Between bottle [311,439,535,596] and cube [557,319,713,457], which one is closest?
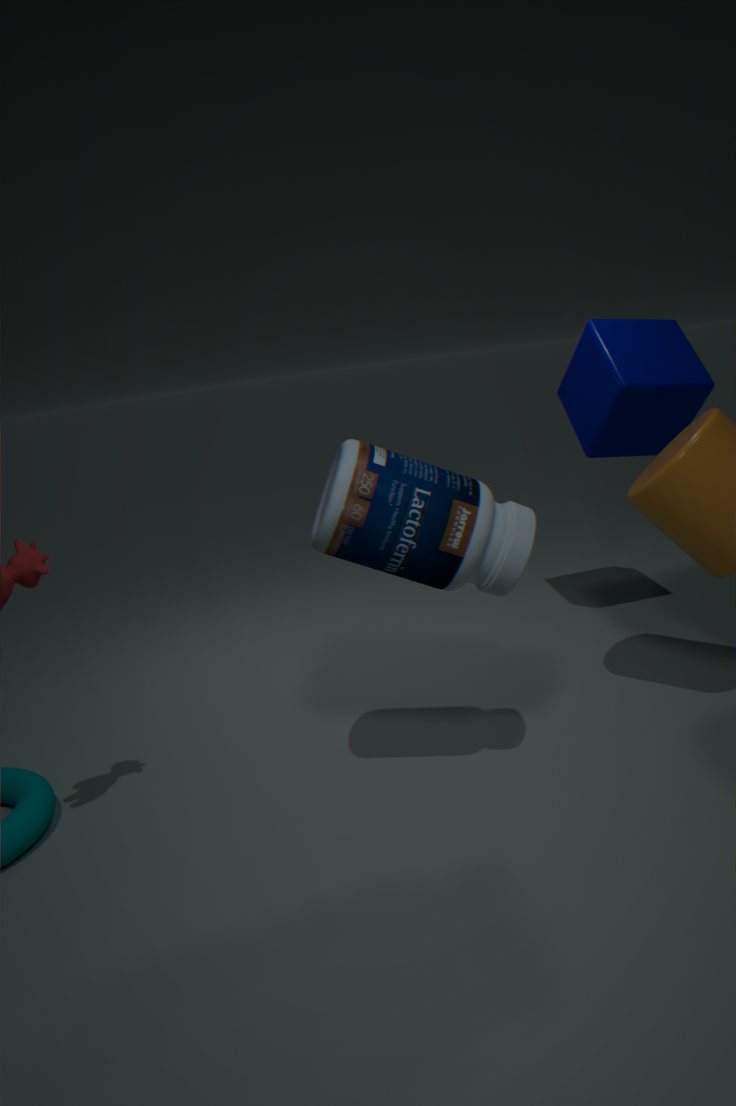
bottle [311,439,535,596]
